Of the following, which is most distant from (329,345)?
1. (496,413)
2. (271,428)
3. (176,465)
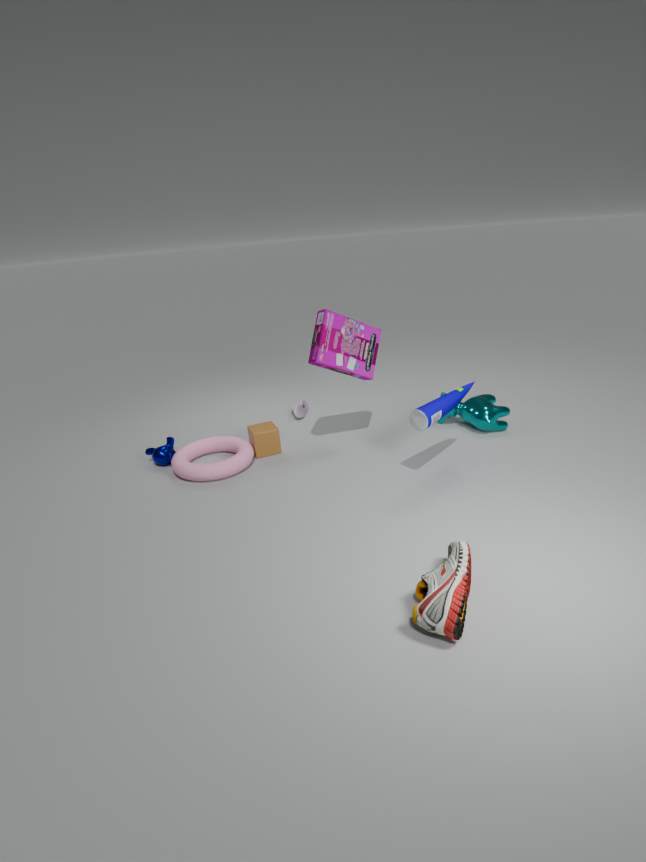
(176,465)
